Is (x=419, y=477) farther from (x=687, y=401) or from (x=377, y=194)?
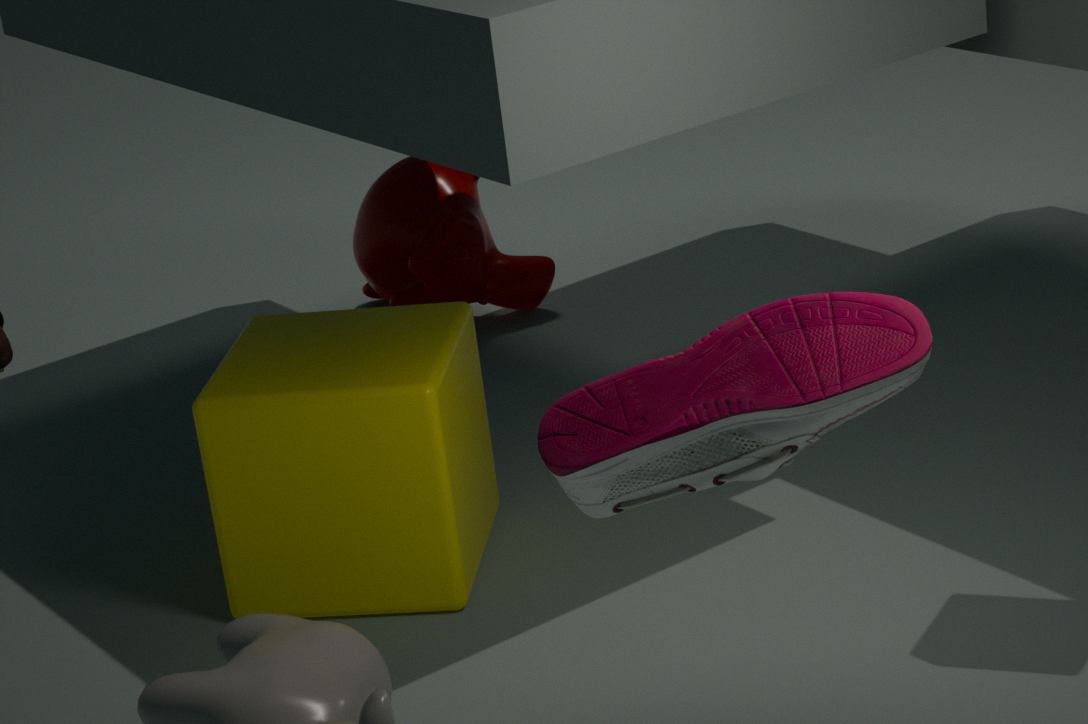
(x=377, y=194)
